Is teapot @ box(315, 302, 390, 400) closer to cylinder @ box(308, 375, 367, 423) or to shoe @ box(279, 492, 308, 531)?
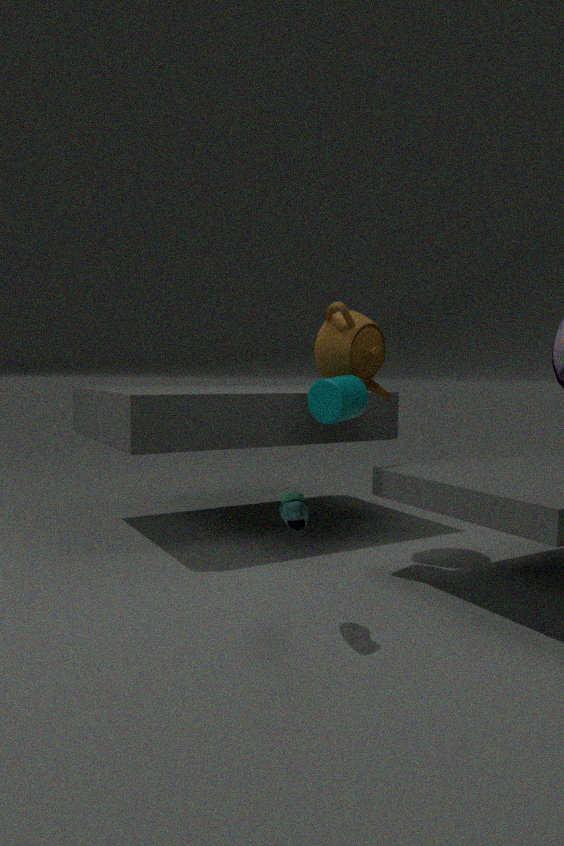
cylinder @ box(308, 375, 367, 423)
